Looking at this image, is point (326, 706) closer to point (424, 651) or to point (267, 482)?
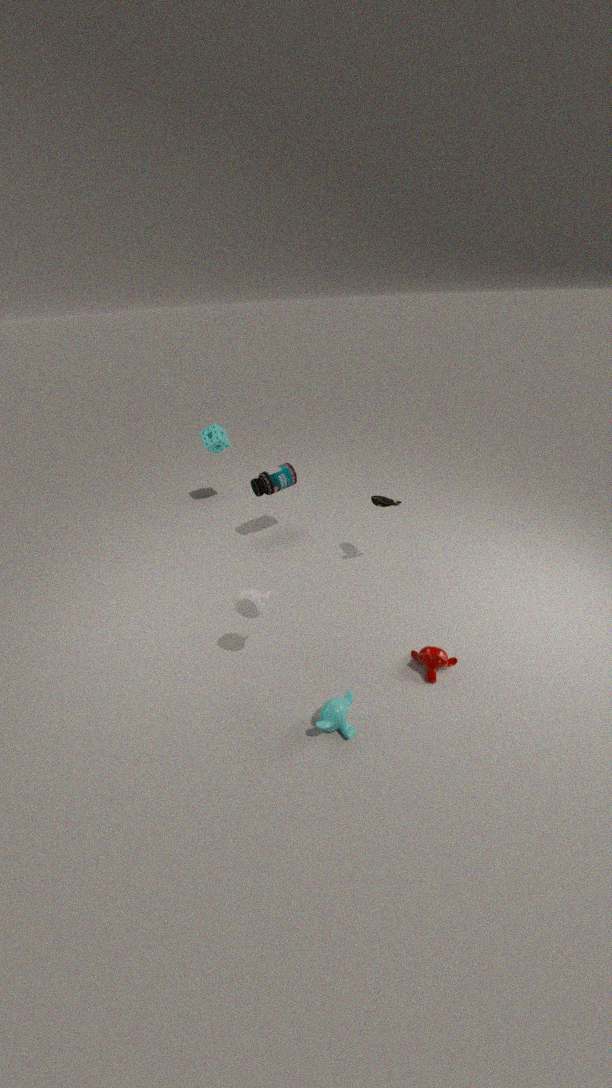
point (424, 651)
